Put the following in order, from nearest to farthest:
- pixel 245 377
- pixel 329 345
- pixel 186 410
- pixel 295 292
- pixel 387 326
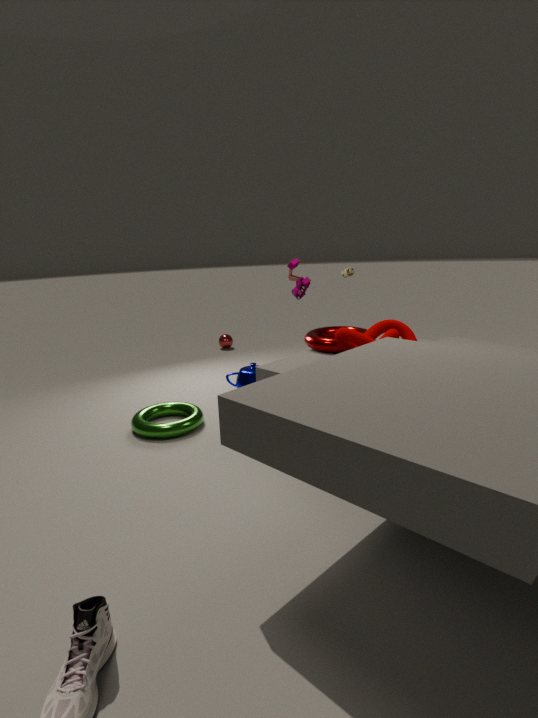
pixel 295 292, pixel 387 326, pixel 329 345, pixel 186 410, pixel 245 377
